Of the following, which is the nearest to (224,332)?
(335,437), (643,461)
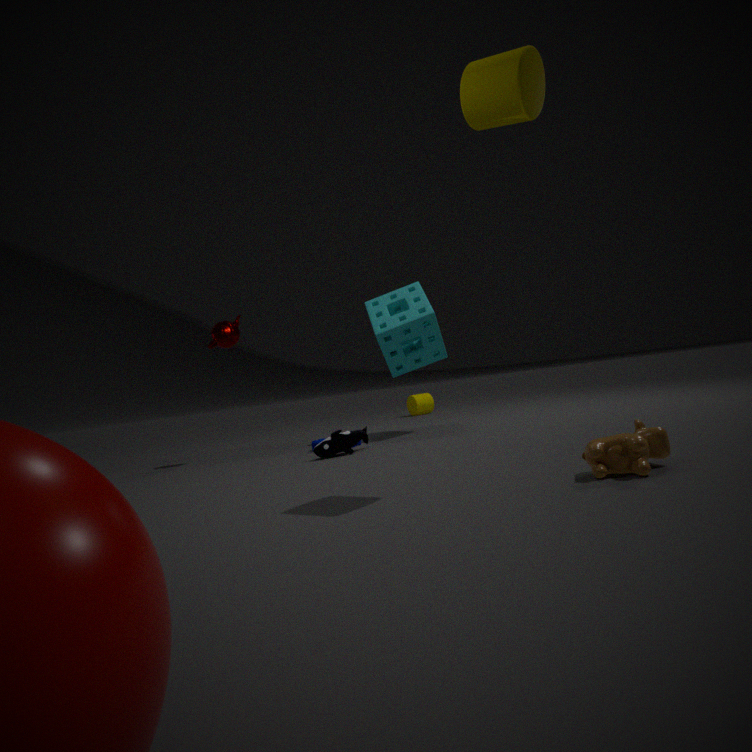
(335,437)
